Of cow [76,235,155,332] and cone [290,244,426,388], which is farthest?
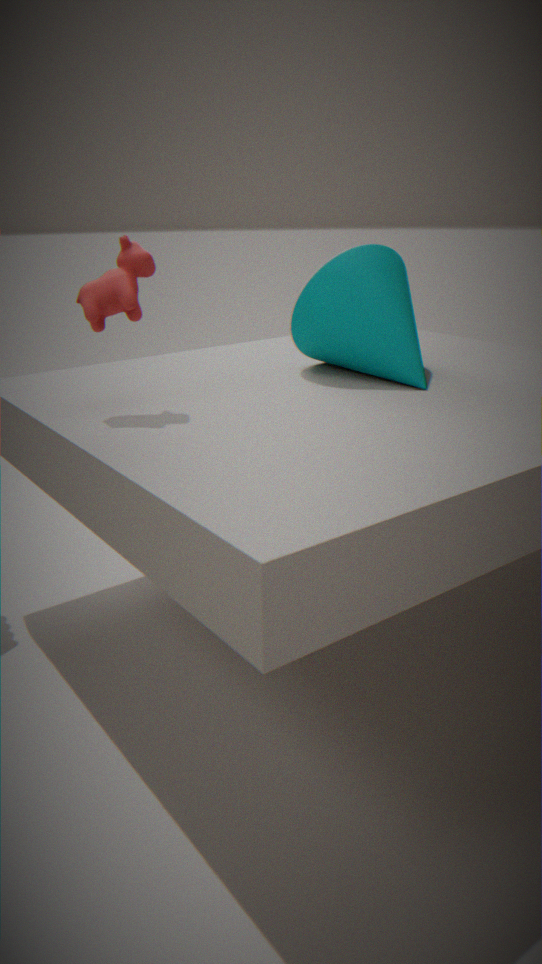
cone [290,244,426,388]
